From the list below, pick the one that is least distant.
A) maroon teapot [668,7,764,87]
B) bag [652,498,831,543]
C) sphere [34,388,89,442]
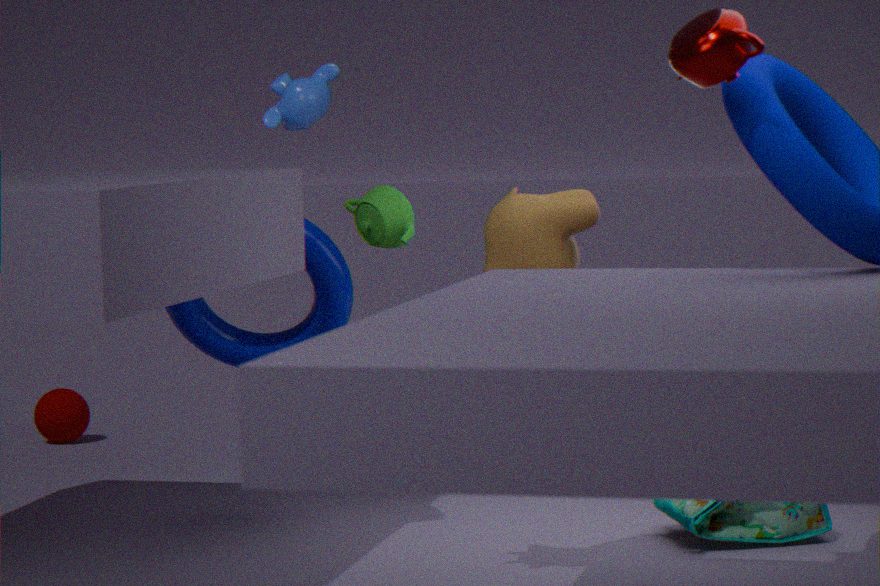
maroon teapot [668,7,764,87]
